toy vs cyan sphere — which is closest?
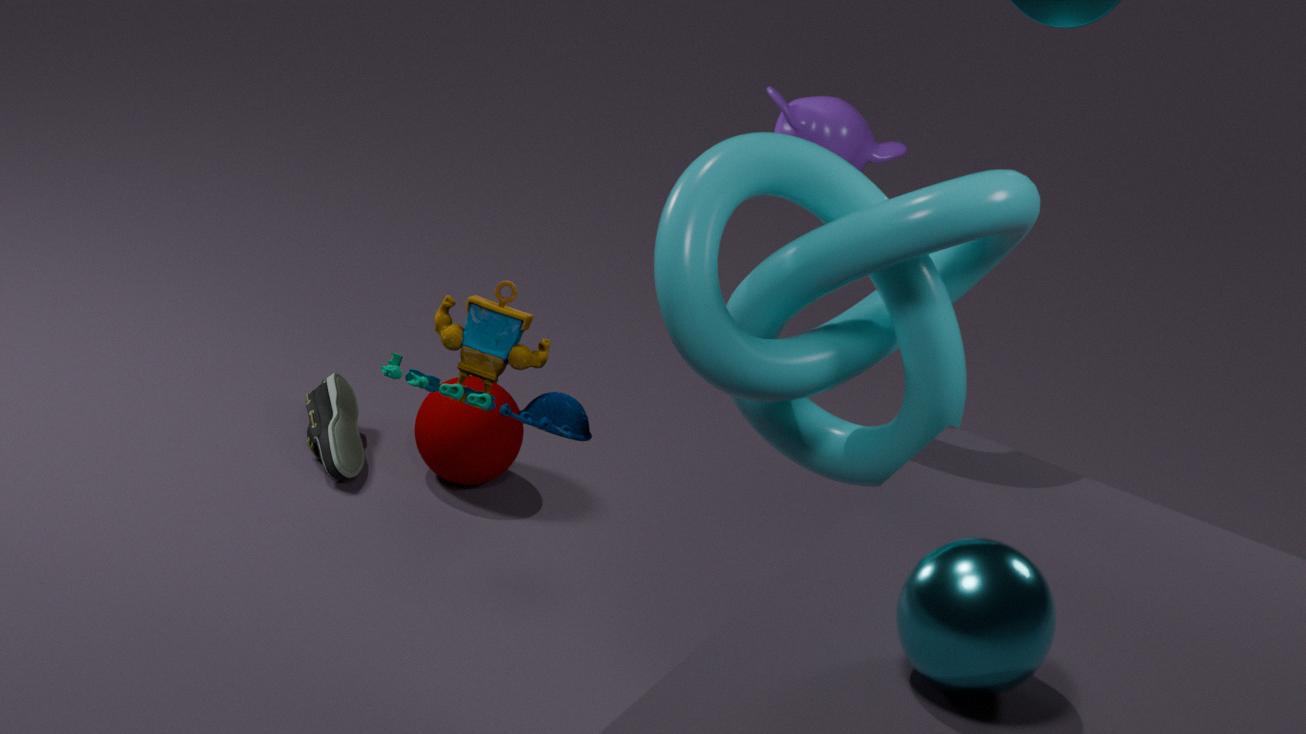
cyan sphere
